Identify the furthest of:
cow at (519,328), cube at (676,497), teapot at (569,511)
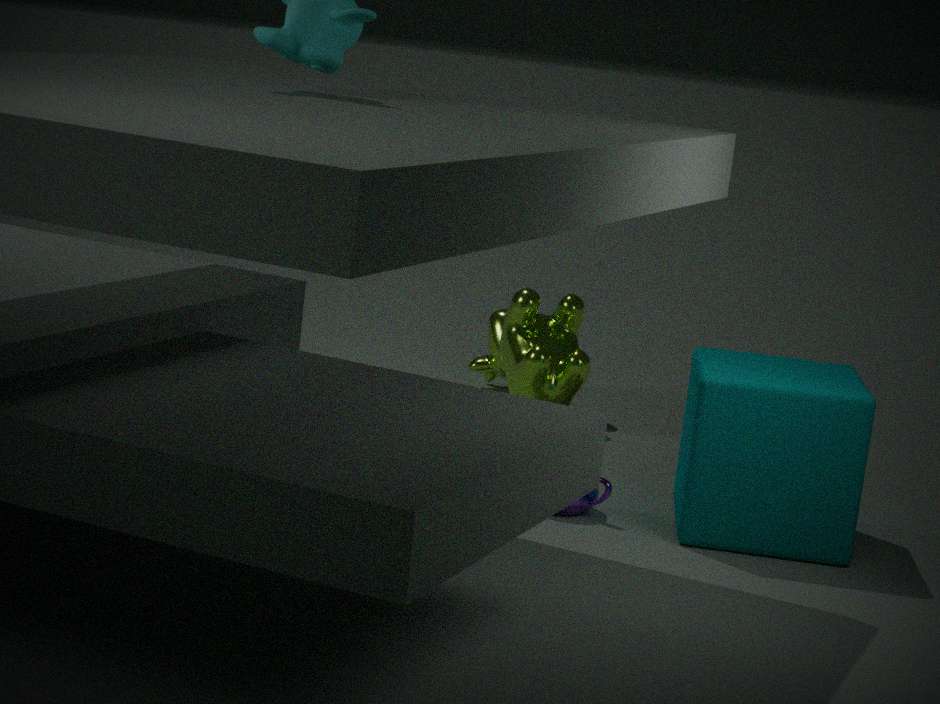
cow at (519,328)
